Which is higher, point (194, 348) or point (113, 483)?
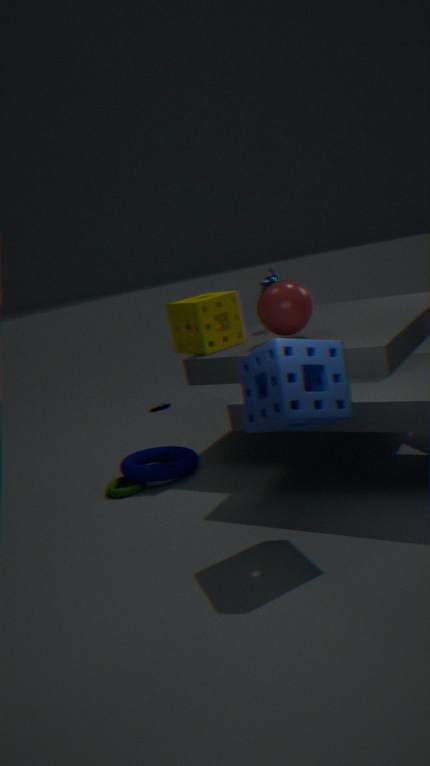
point (194, 348)
